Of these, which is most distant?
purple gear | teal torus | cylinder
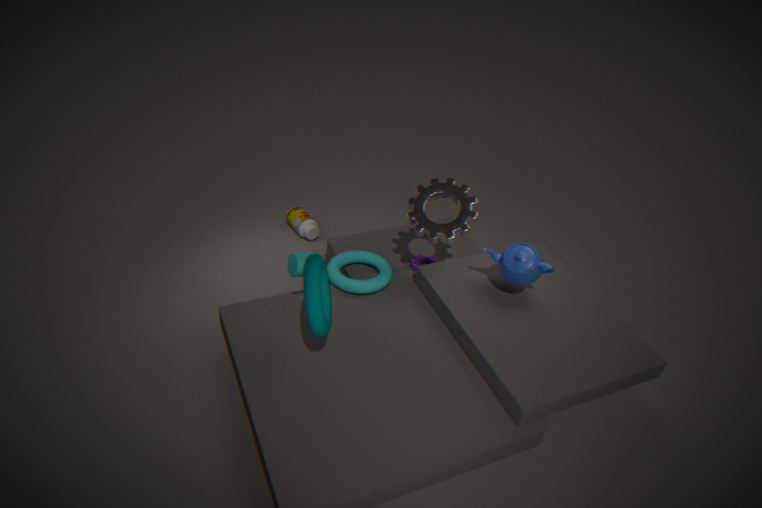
purple gear
